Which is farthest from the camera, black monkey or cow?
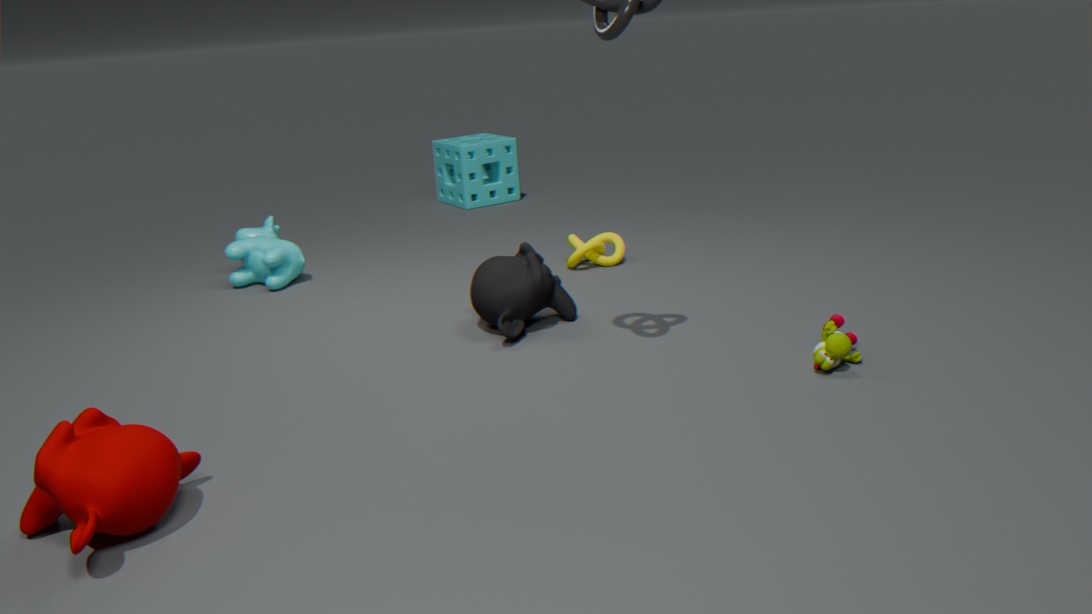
cow
